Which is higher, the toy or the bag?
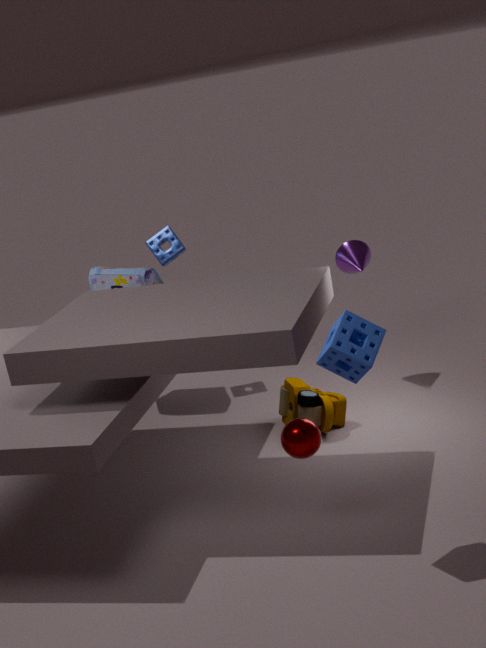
the bag
